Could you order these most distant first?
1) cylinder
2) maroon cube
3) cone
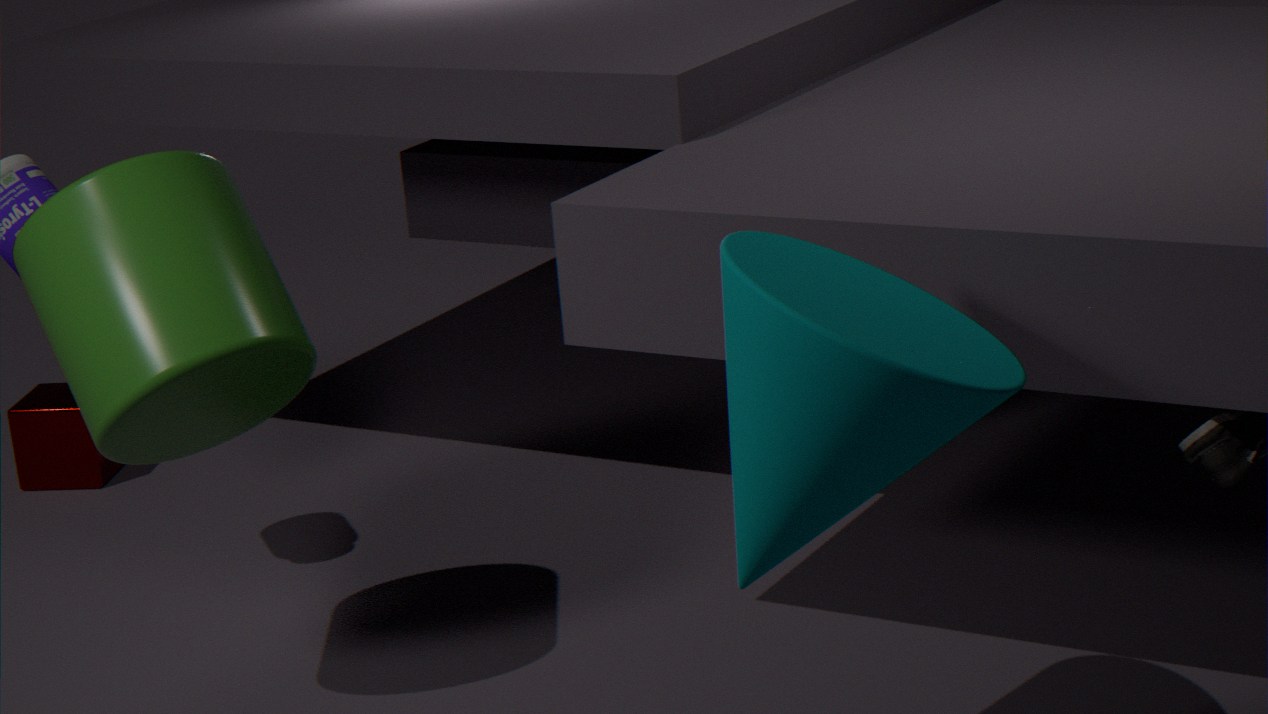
2. maroon cube, 1. cylinder, 3. cone
